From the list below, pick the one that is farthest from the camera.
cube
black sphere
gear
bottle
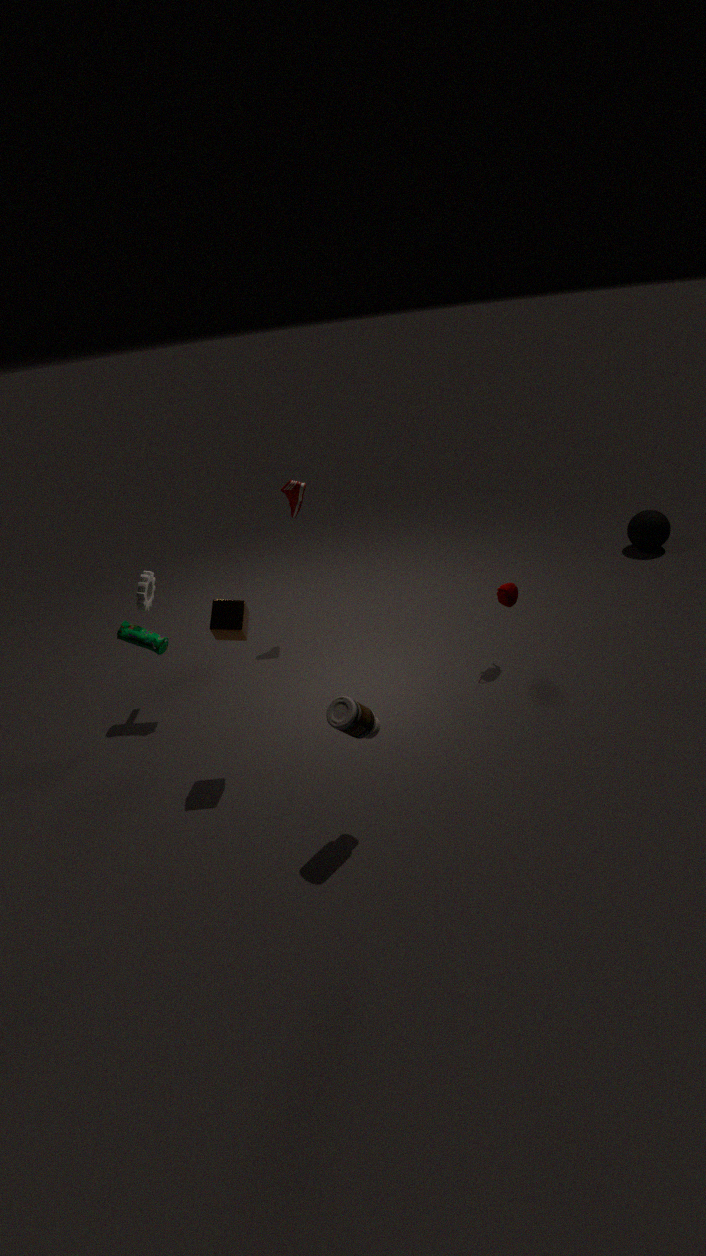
black sphere
